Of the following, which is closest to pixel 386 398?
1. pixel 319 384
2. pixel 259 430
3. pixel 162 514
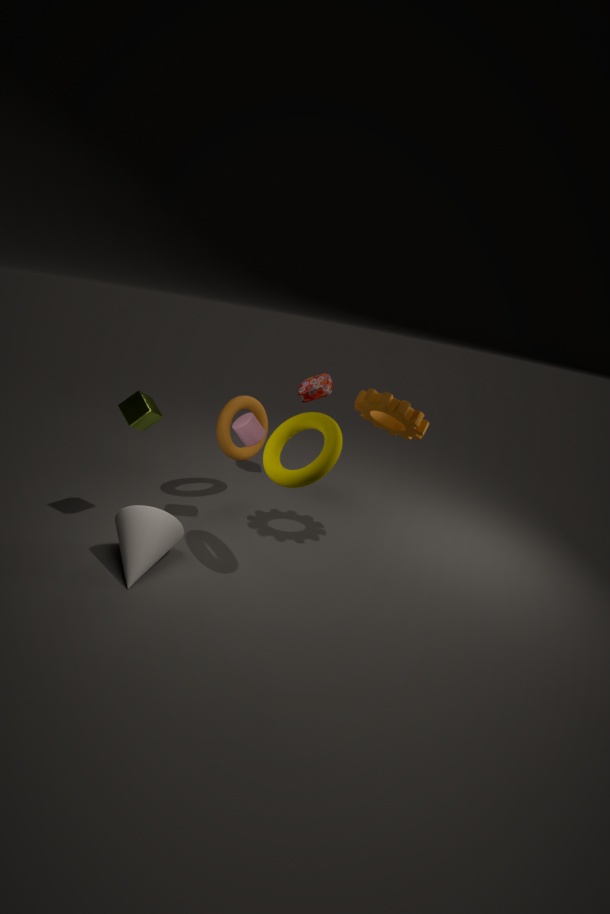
pixel 259 430
